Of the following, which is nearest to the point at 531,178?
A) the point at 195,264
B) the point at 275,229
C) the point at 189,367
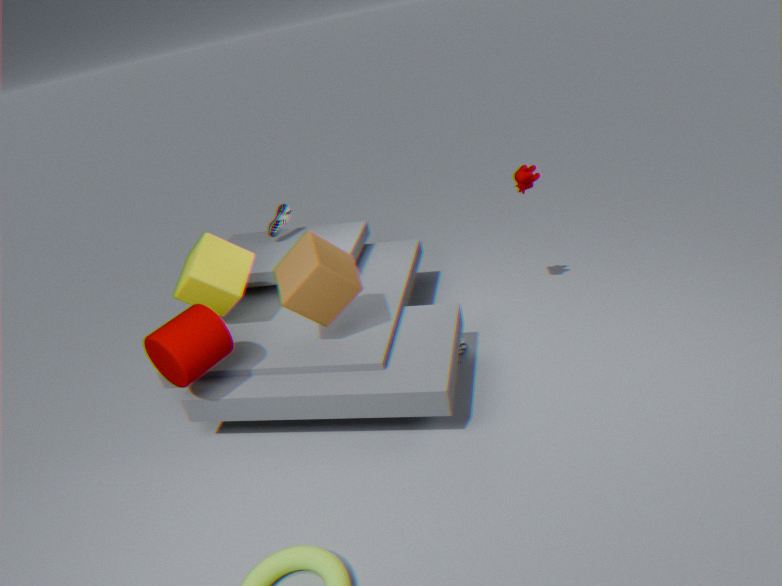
the point at 275,229
